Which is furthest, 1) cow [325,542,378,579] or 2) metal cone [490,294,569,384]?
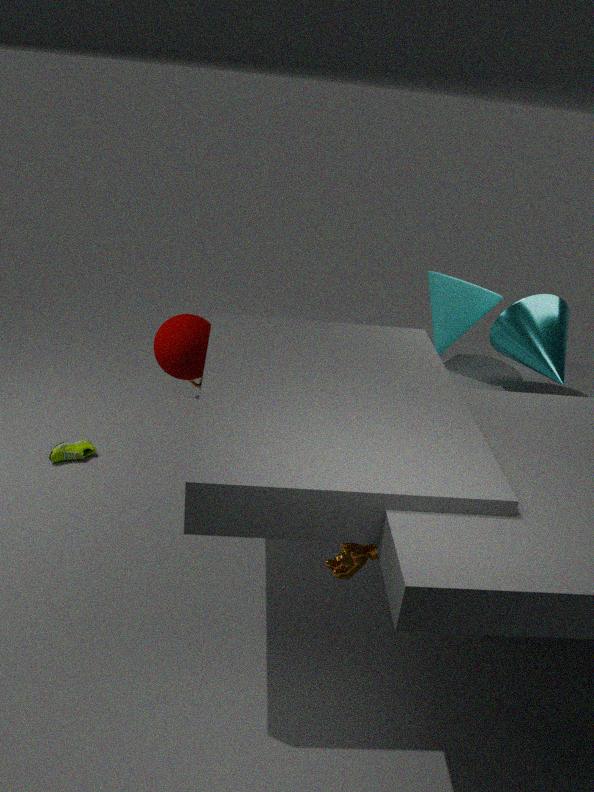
2. metal cone [490,294,569,384]
